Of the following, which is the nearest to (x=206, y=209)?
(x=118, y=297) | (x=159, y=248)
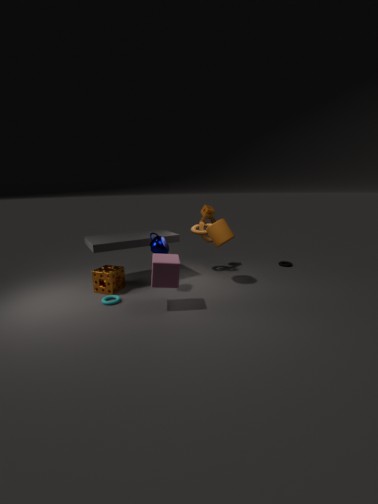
(x=159, y=248)
